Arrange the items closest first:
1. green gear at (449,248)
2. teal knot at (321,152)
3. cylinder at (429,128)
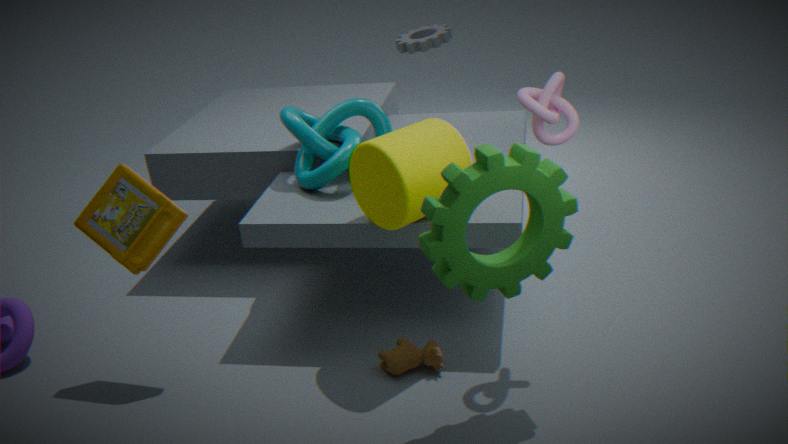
green gear at (449,248)
cylinder at (429,128)
teal knot at (321,152)
